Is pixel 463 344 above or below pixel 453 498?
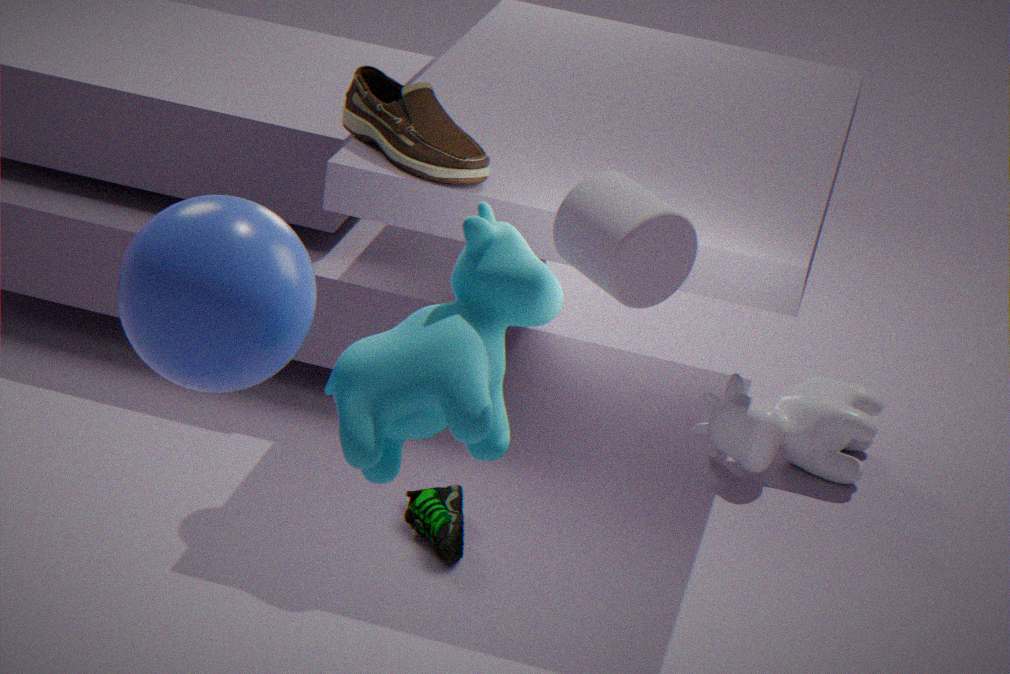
above
